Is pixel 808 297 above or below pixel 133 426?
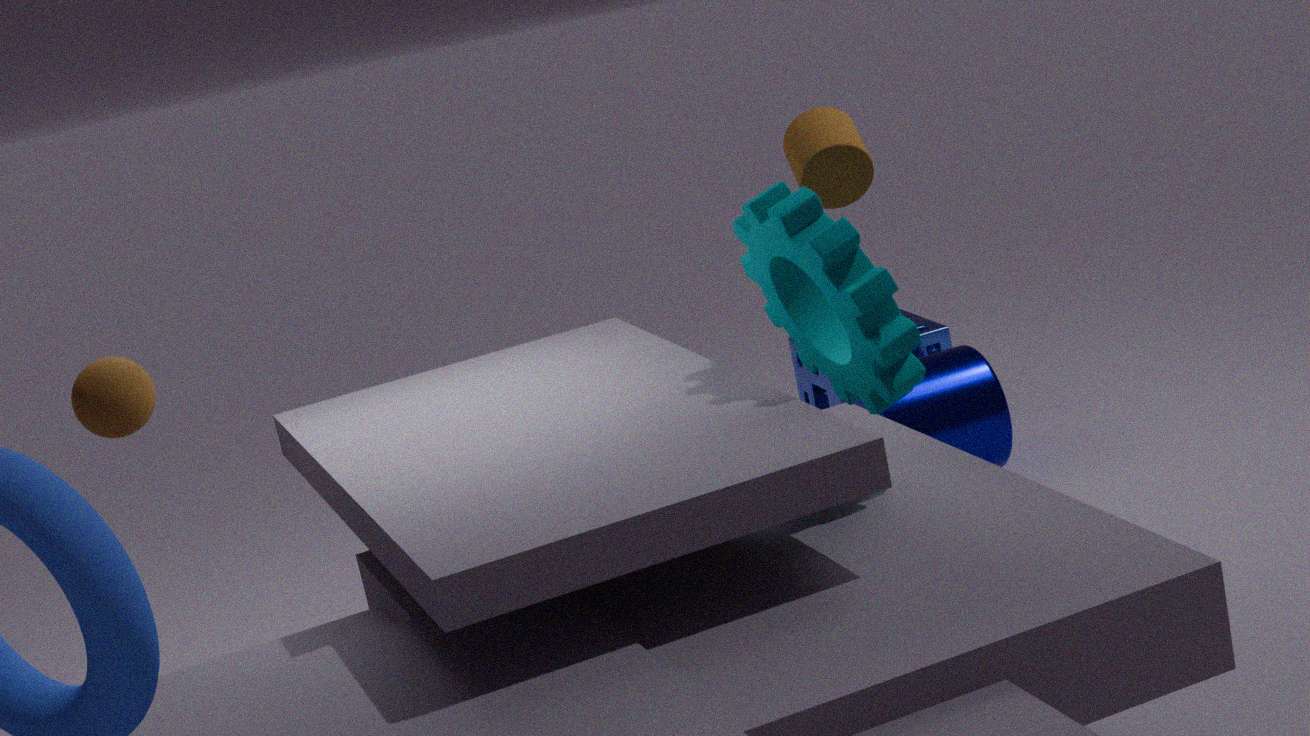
below
